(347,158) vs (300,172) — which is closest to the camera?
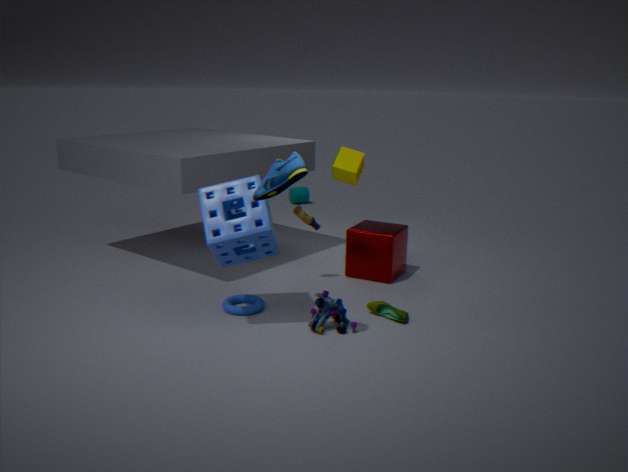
(300,172)
